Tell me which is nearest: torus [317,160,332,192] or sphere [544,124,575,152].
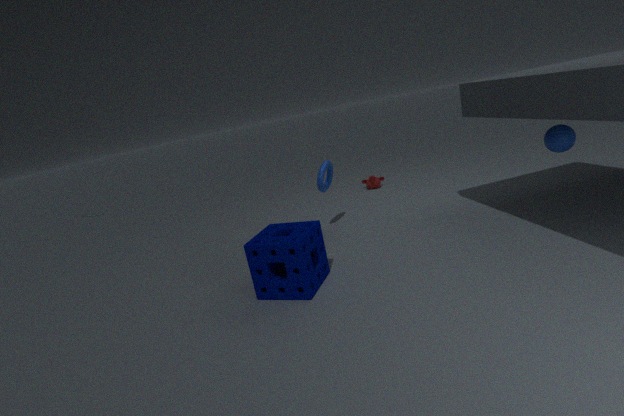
sphere [544,124,575,152]
